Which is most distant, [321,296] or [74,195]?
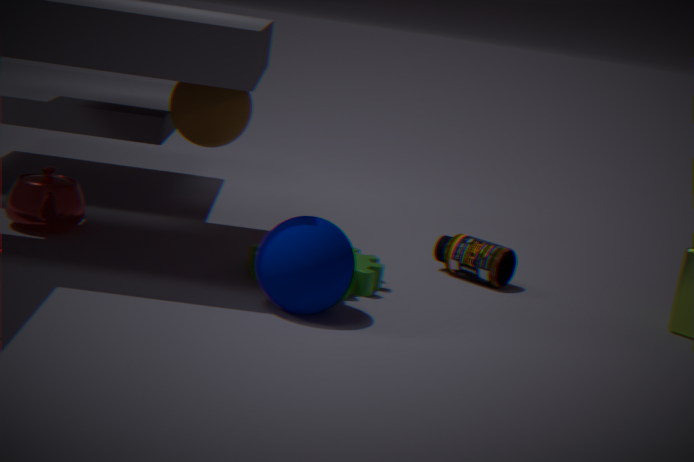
[74,195]
